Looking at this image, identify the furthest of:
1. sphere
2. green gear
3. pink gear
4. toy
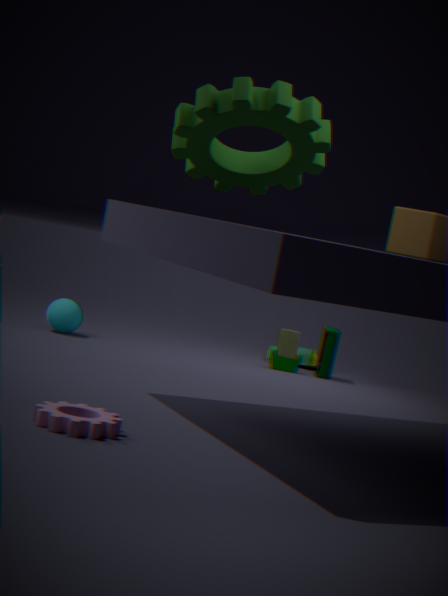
toy
